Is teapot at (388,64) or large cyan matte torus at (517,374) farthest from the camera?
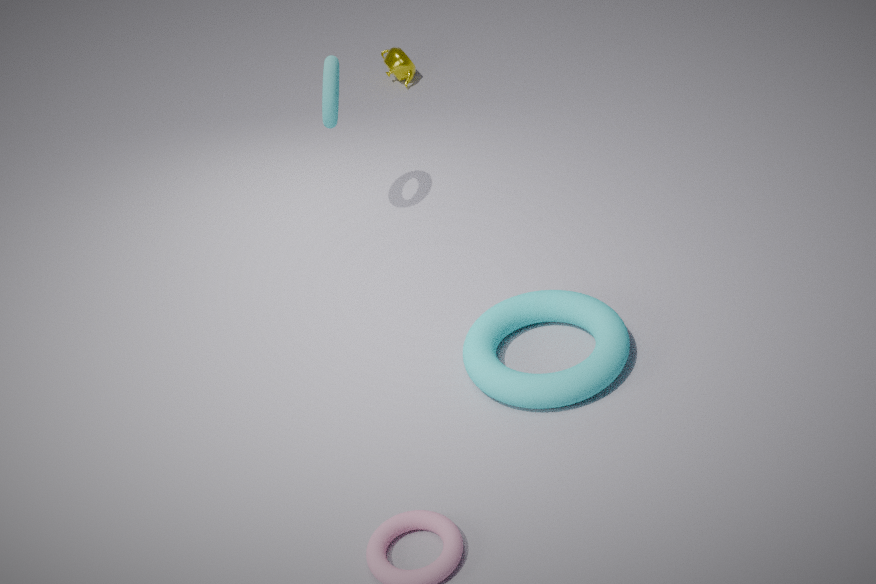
teapot at (388,64)
